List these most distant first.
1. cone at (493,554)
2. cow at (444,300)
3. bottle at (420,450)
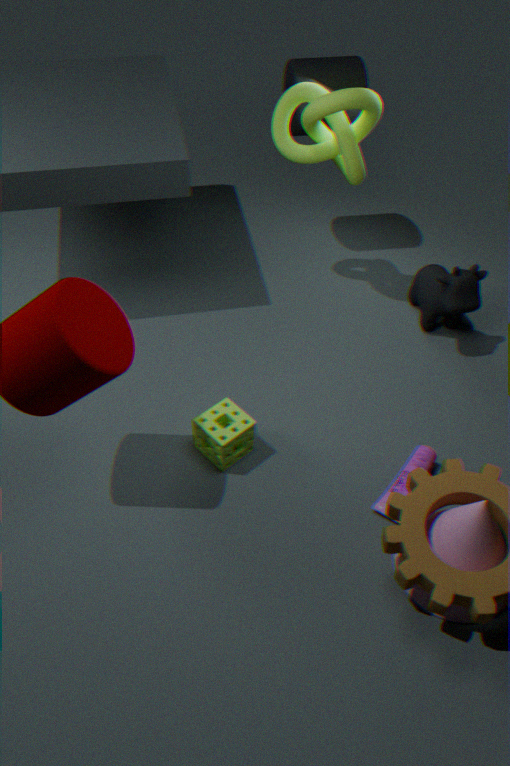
cow at (444,300), bottle at (420,450), cone at (493,554)
